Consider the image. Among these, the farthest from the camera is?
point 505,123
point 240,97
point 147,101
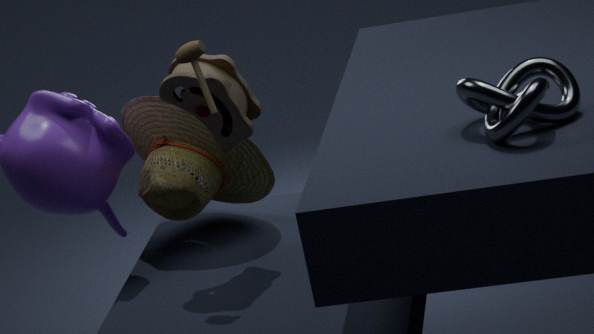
point 147,101
